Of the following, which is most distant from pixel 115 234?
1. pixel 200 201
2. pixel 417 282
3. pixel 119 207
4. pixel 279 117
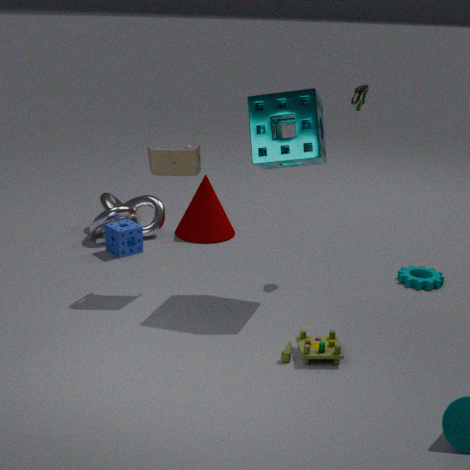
pixel 417 282
